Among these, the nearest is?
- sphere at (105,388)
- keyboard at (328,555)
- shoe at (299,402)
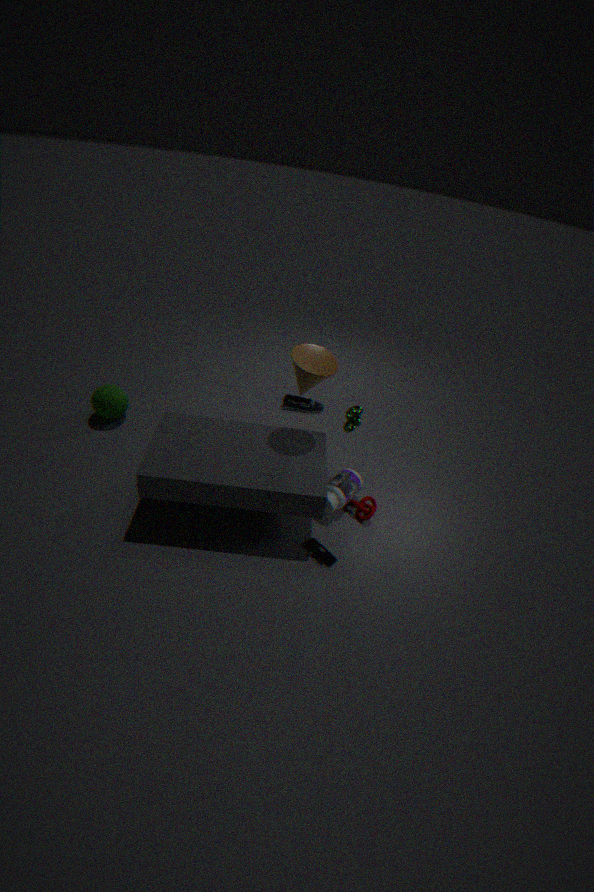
keyboard at (328,555)
